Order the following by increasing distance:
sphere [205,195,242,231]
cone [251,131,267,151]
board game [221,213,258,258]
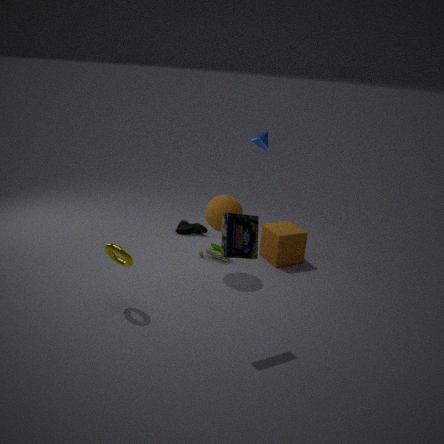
board game [221,213,258,258] → sphere [205,195,242,231] → cone [251,131,267,151]
